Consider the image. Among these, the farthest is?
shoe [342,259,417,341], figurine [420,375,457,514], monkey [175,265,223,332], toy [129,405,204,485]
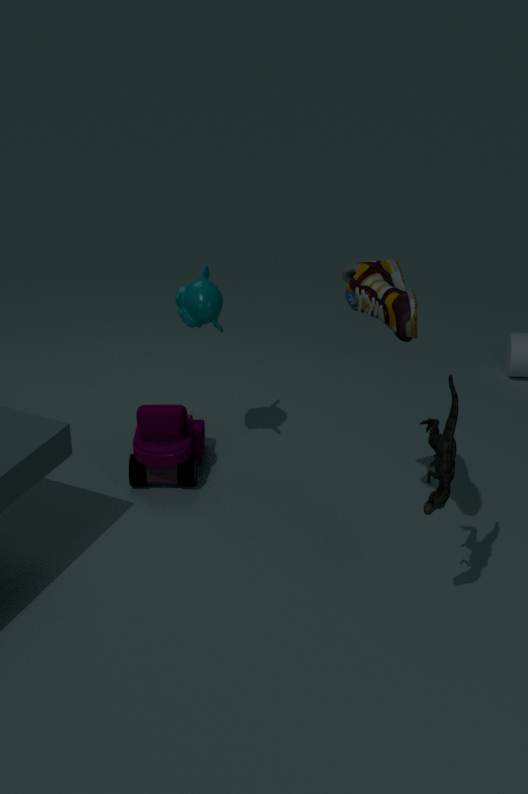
toy [129,405,204,485]
